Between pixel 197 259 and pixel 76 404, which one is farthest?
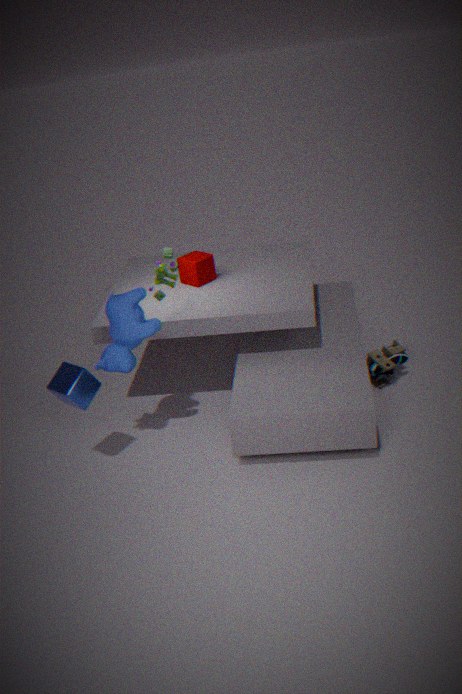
pixel 197 259
